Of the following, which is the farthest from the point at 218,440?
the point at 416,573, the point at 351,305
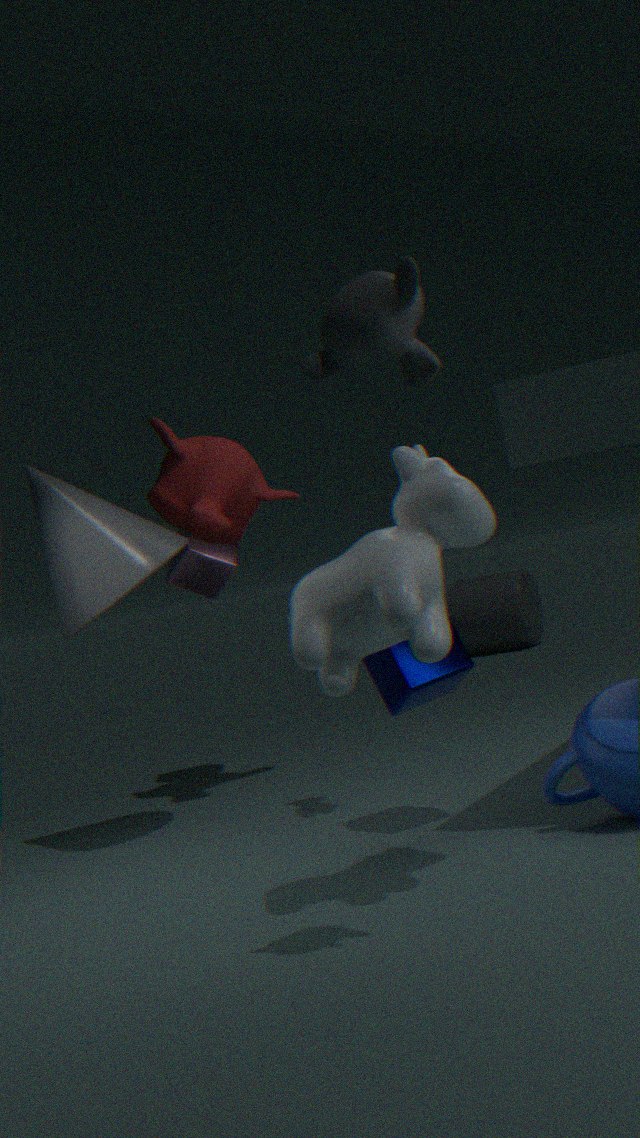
the point at 351,305
